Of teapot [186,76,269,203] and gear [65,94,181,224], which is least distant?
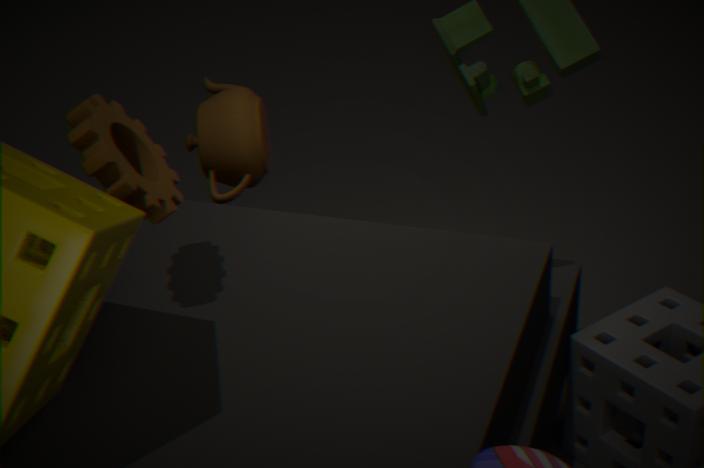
gear [65,94,181,224]
